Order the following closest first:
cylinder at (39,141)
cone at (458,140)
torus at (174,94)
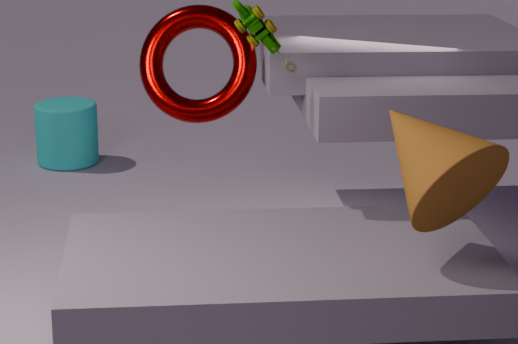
cone at (458,140), torus at (174,94), cylinder at (39,141)
